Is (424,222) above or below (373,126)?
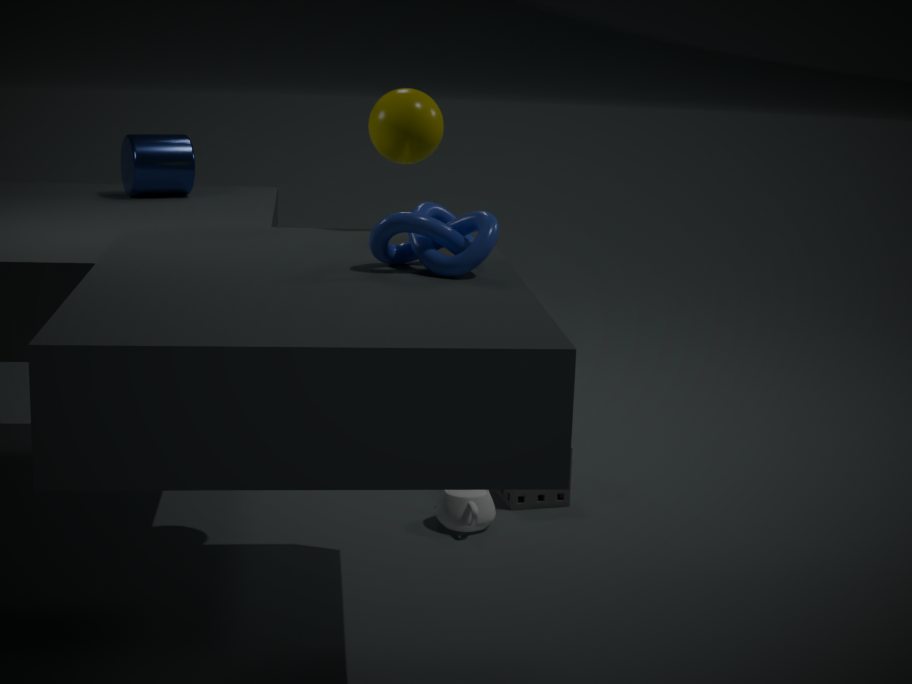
below
